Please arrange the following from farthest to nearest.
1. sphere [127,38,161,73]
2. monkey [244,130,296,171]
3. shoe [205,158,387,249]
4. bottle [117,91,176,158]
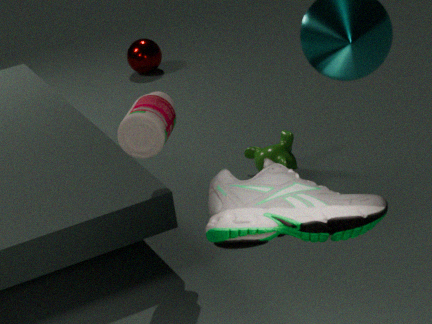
1. sphere [127,38,161,73]
2. monkey [244,130,296,171]
3. bottle [117,91,176,158]
4. shoe [205,158,387,249]
